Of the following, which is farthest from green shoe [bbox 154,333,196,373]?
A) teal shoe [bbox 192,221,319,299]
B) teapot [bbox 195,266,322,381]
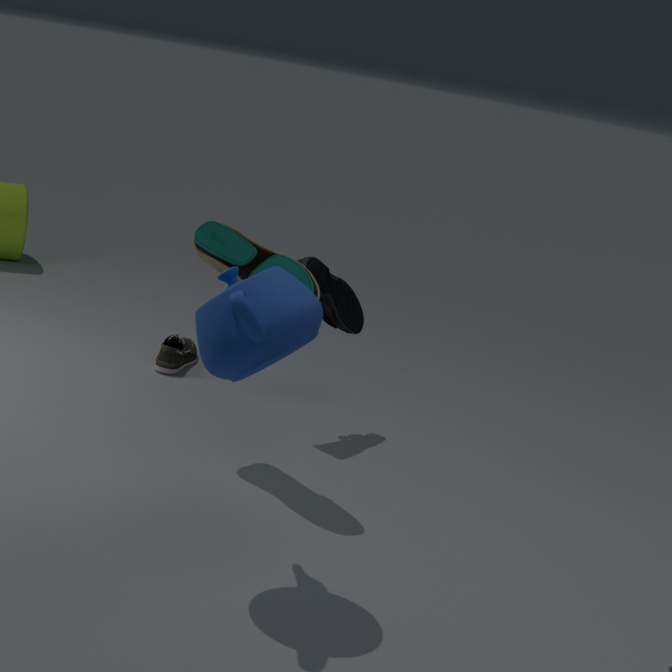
teapot [bbox 195,266,322,381]
